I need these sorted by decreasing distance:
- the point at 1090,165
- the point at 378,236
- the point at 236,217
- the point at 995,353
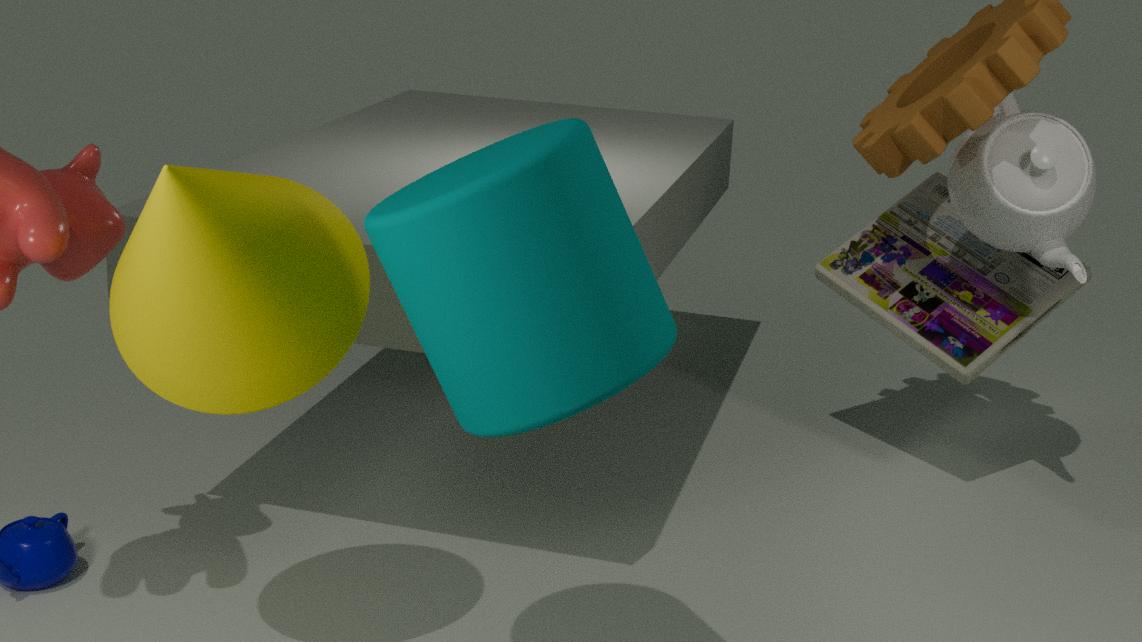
the point at 995,353 → the point at 1090,165 → the point at 236,217 → the point at 378,236
